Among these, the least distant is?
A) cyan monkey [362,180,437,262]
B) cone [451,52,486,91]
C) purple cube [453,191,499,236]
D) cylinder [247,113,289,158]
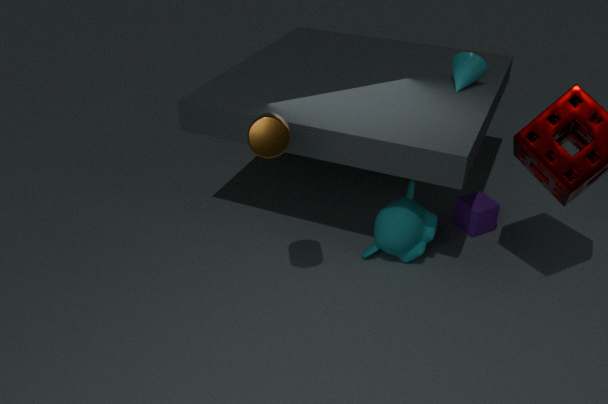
cylinder [247,113,289,158]
